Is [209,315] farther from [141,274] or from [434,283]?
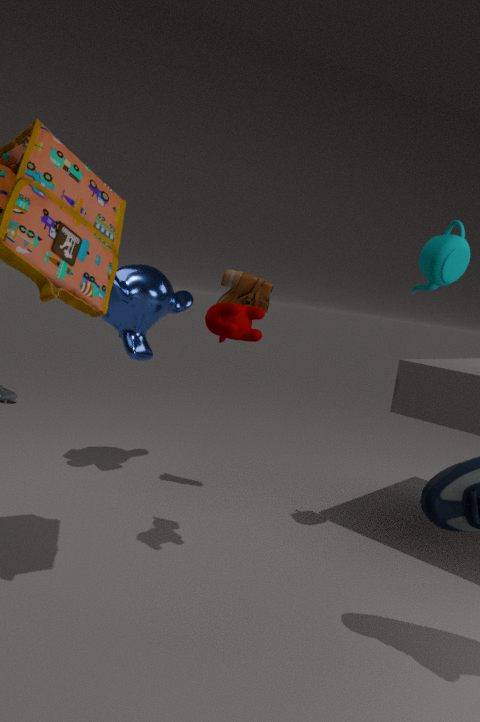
[141,274]
